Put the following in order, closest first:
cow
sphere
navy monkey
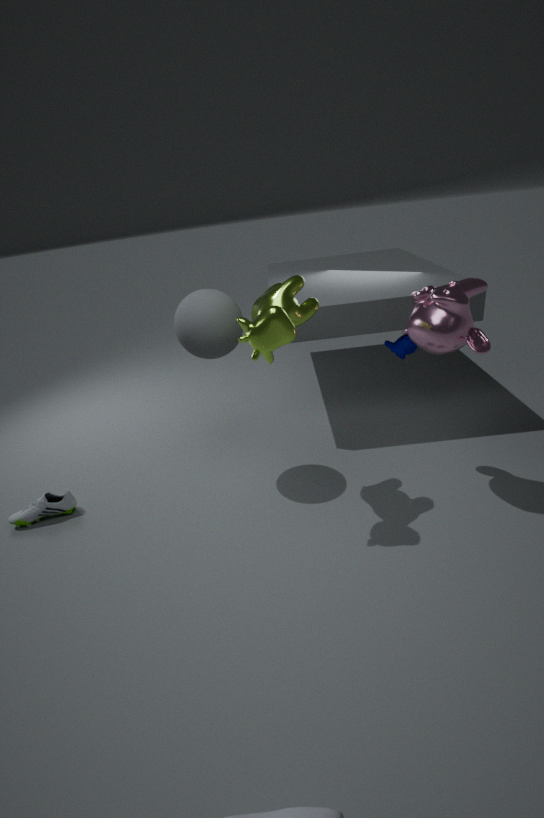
cow < sphere < navy monkey
